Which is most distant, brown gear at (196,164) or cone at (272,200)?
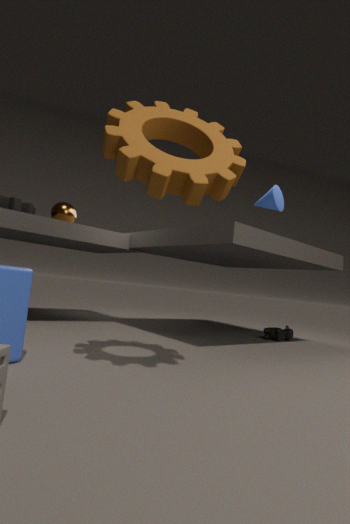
cone at (272,200)
